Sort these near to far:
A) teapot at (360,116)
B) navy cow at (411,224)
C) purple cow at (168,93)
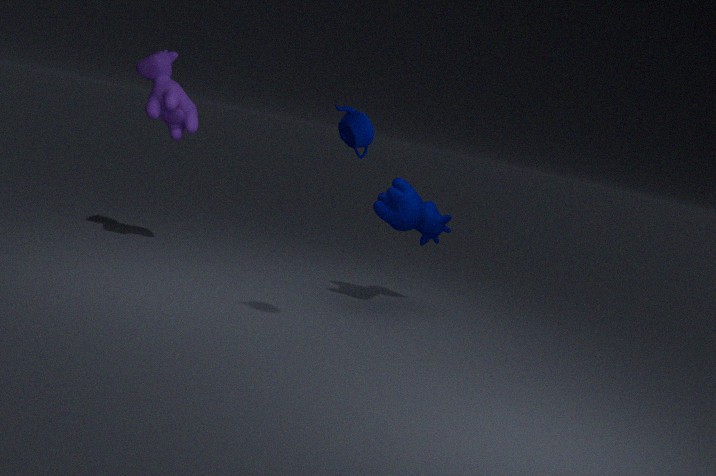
1. teapot at (360,116)
2. navy cow at (411,224)
3. purple cow at (168,93)
